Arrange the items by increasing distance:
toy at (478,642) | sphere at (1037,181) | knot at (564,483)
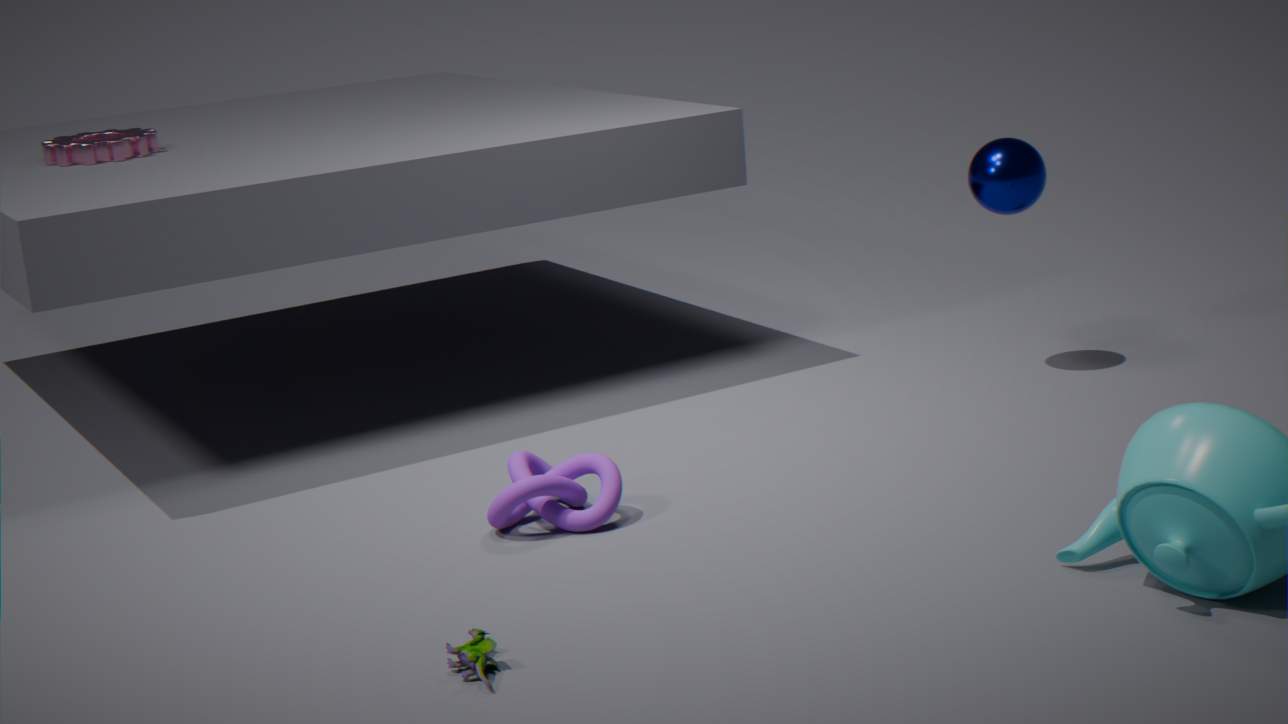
1. toy at (478,642)
2. knot at (564,483)
3. sphere at (1037,181)
